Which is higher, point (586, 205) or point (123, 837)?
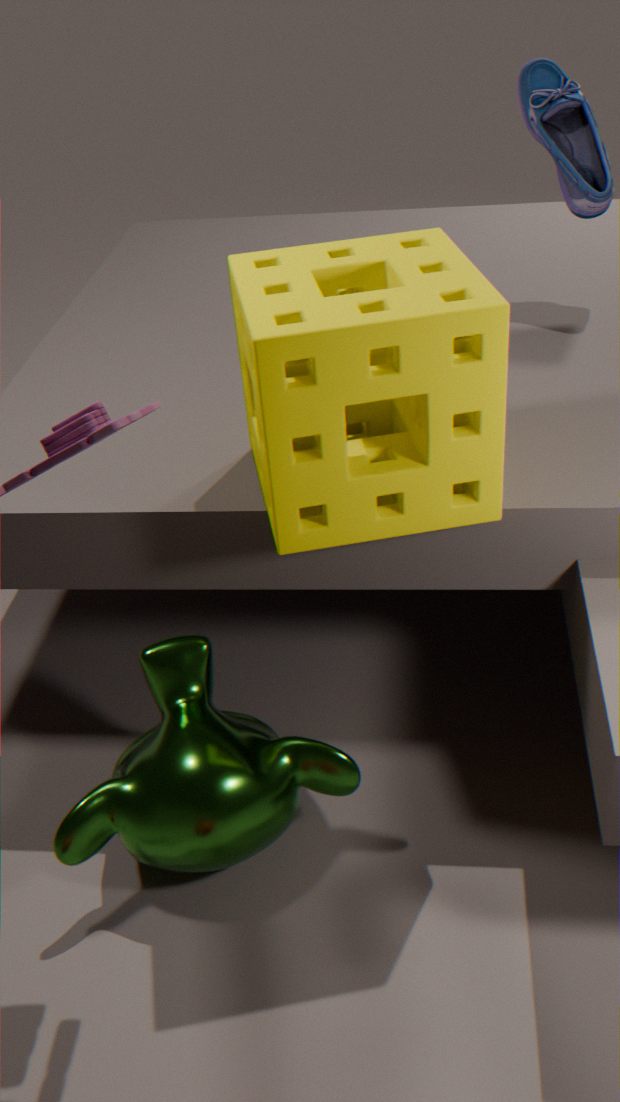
point (586, 205)
